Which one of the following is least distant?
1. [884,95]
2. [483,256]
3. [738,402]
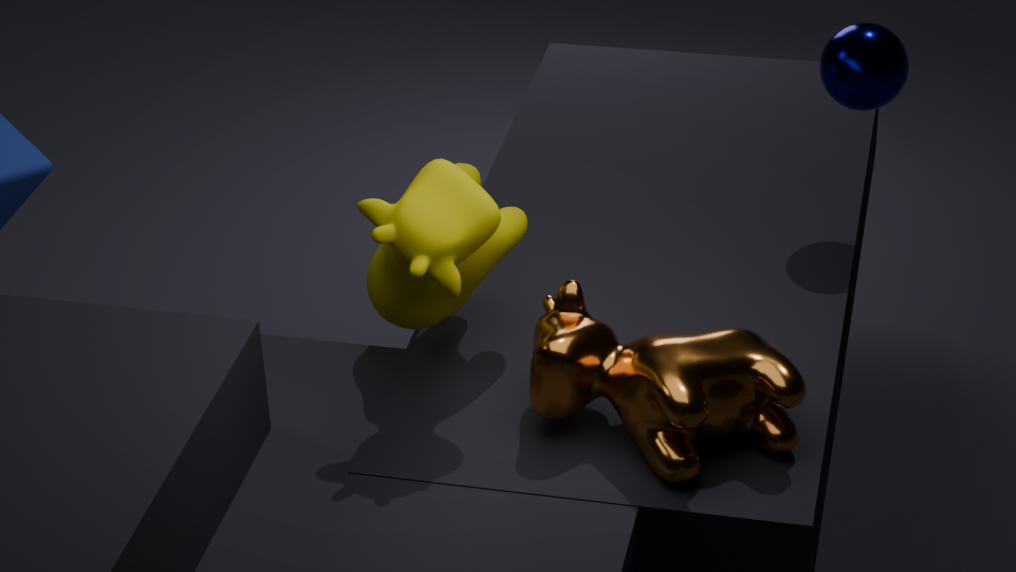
[738,402]
